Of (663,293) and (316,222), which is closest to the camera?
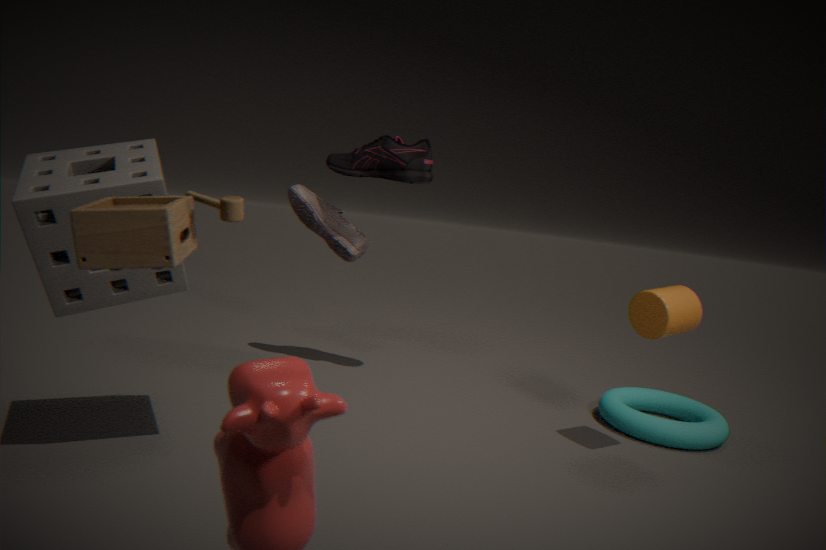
(663,293)
